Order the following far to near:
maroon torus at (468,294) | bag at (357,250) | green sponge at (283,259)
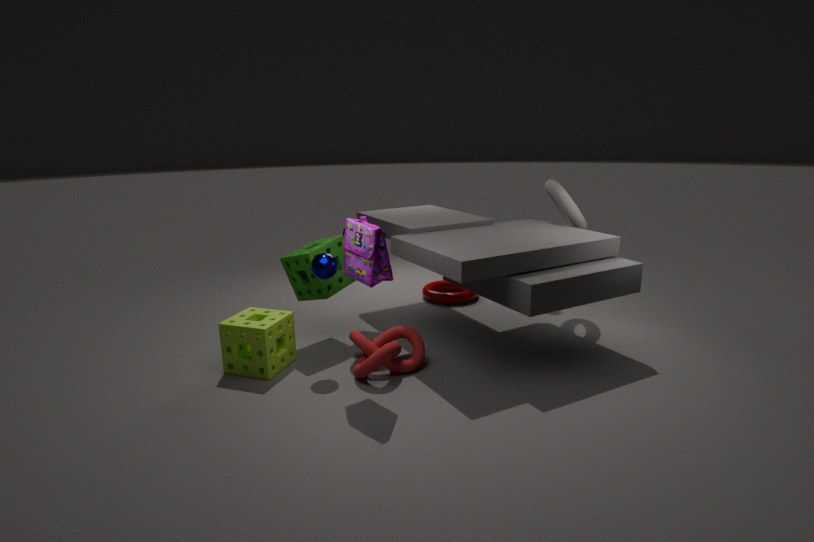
maroon torus at (468,294), green sponge at (283,259), bag at (357,250)
